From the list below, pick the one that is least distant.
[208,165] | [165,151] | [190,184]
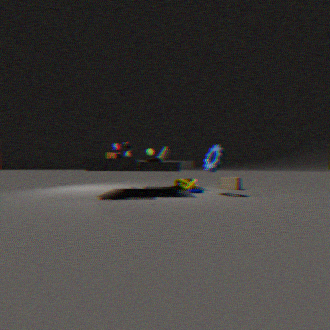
[208,165]
